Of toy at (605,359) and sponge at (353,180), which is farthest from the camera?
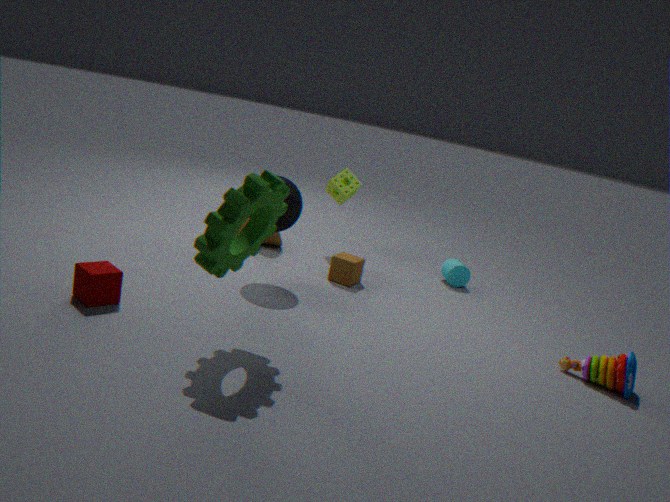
sponge at (353,180)
